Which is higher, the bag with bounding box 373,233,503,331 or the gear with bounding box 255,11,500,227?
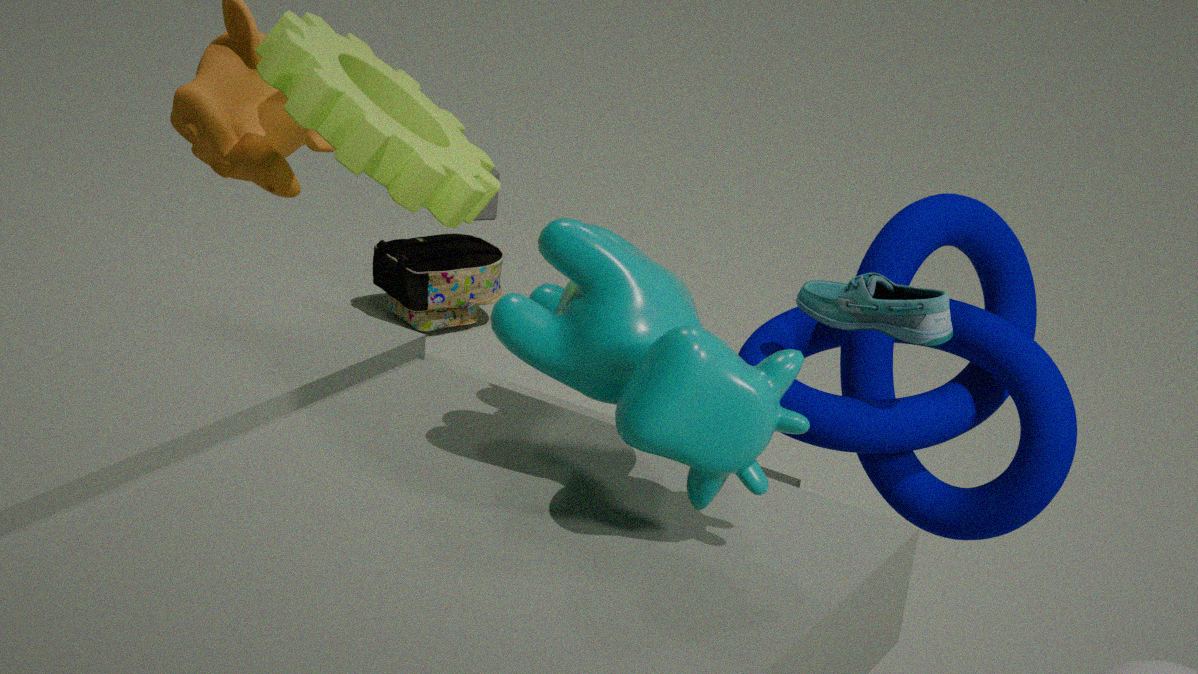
the gear with bounding box 255,11,500,227
